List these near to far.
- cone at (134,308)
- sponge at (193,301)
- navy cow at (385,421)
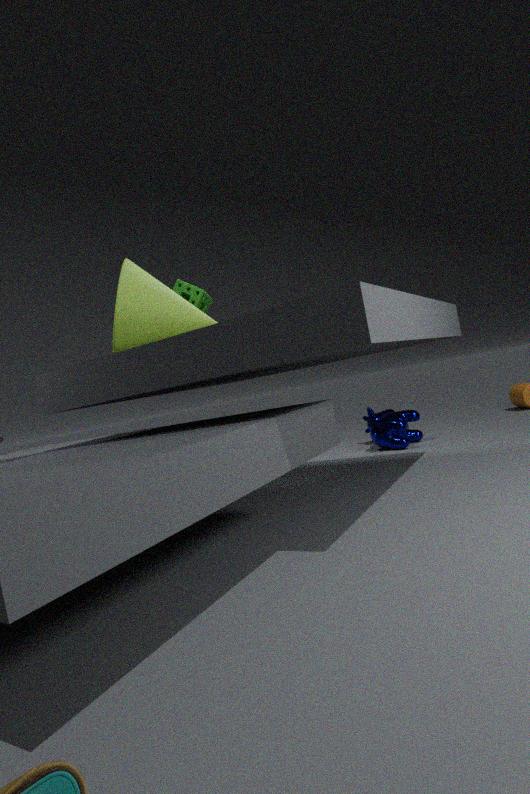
cone at (134,308) < sponge at (193,301) < navy cow at (385,421)
